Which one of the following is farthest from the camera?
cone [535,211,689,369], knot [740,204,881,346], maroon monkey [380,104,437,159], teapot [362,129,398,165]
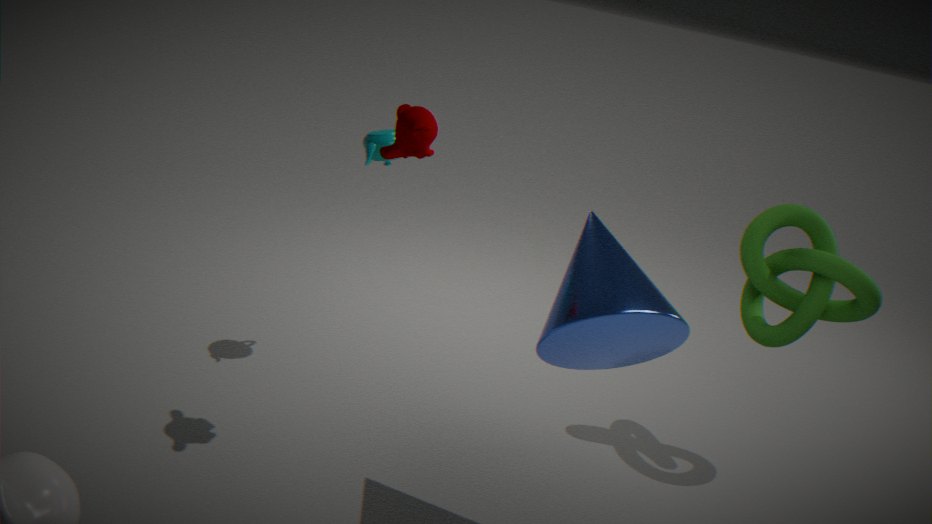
teapot [362,129,398,165]
